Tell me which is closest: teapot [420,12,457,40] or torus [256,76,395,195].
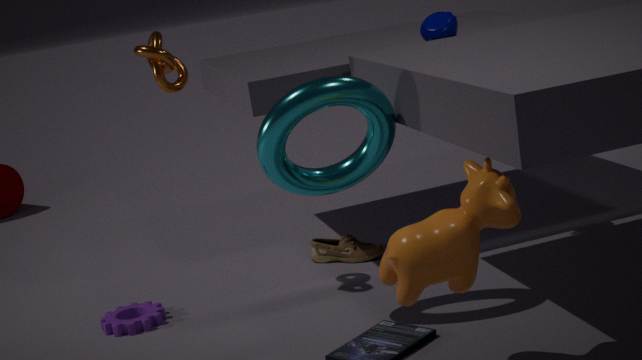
torus [256,76,395,195]
